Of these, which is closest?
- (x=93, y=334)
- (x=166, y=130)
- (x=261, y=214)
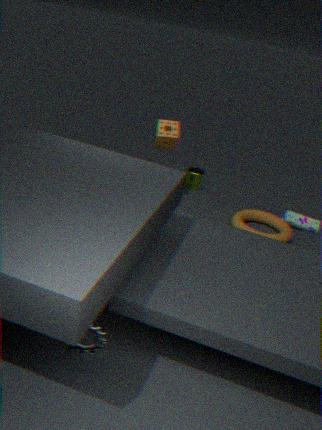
(x=93, y=334)
